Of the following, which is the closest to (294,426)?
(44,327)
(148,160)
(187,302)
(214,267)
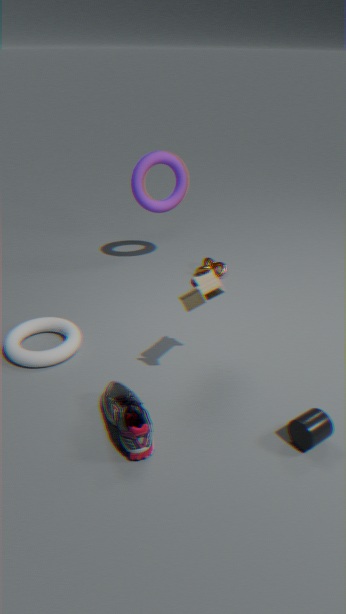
(187,302)
